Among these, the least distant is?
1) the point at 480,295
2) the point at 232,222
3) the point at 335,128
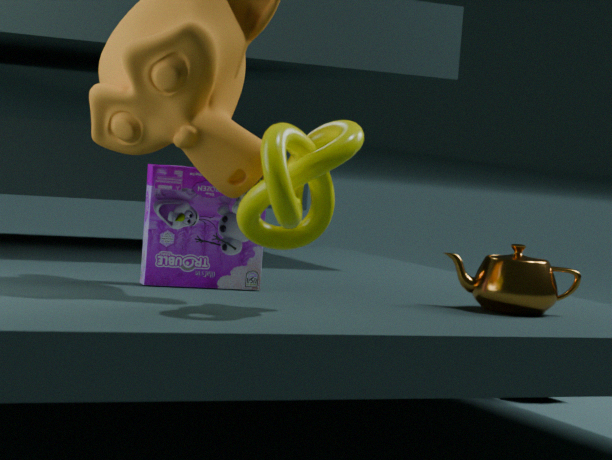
3. the point at 335,128
